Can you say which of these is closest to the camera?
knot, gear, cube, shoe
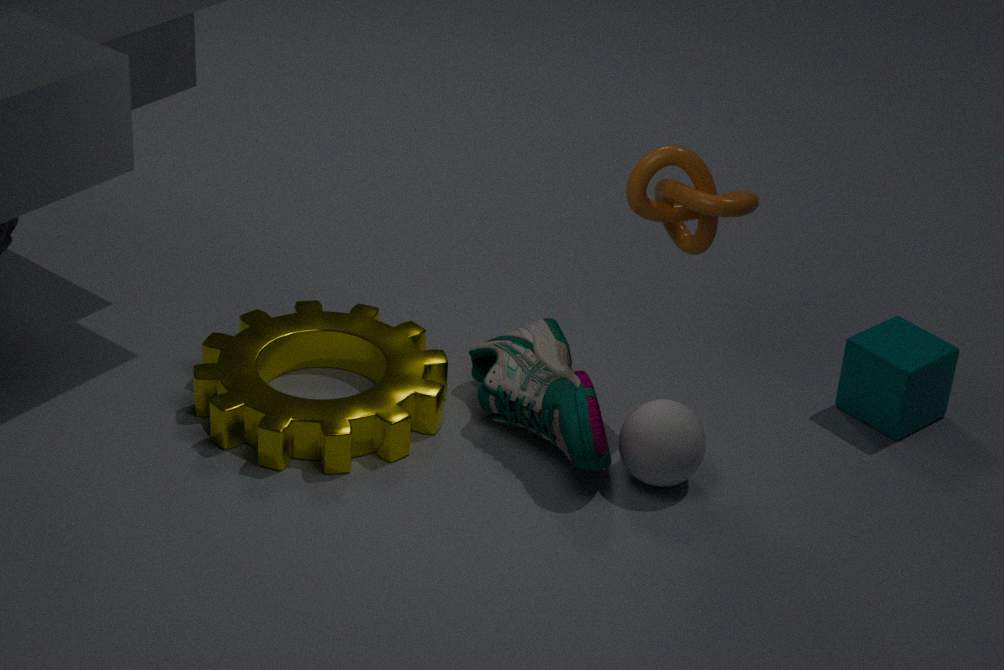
knot
